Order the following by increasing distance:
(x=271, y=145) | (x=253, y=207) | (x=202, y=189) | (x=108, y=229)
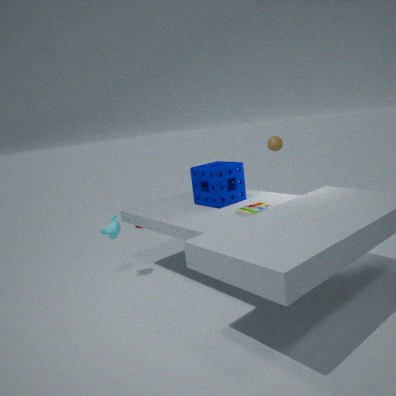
(x=253, y=207) → (x=108, y=229) → (x=202, y=189) → (x=271, y=145)
